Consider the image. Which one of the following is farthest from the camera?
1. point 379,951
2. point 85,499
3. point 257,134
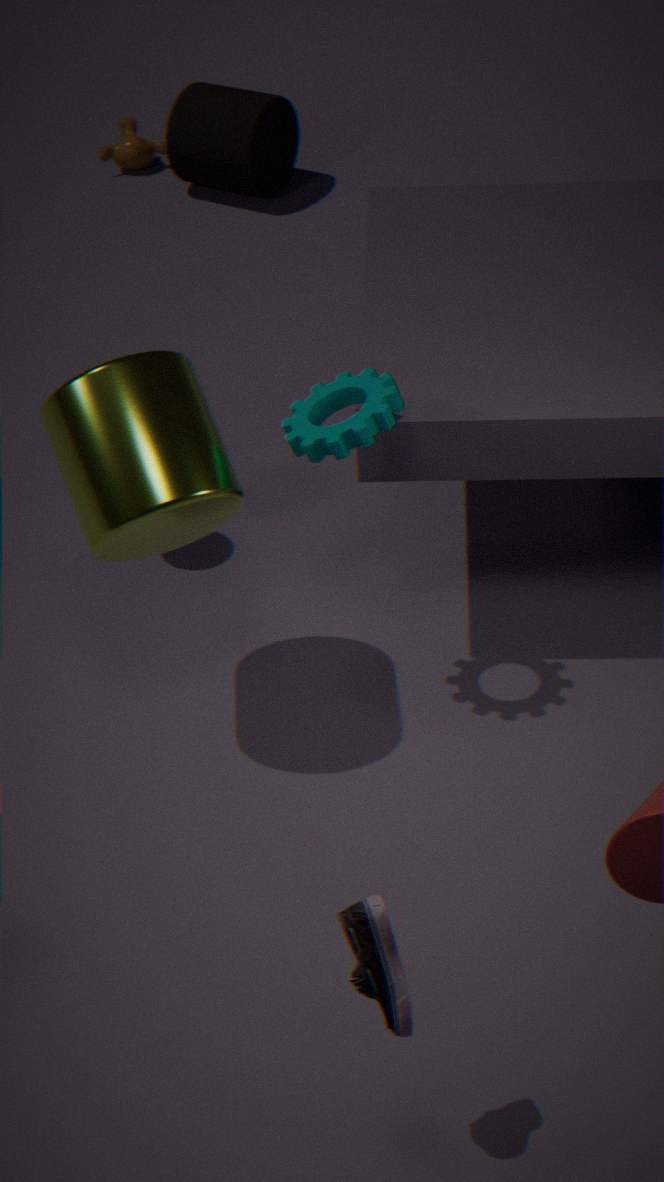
point 257,134
